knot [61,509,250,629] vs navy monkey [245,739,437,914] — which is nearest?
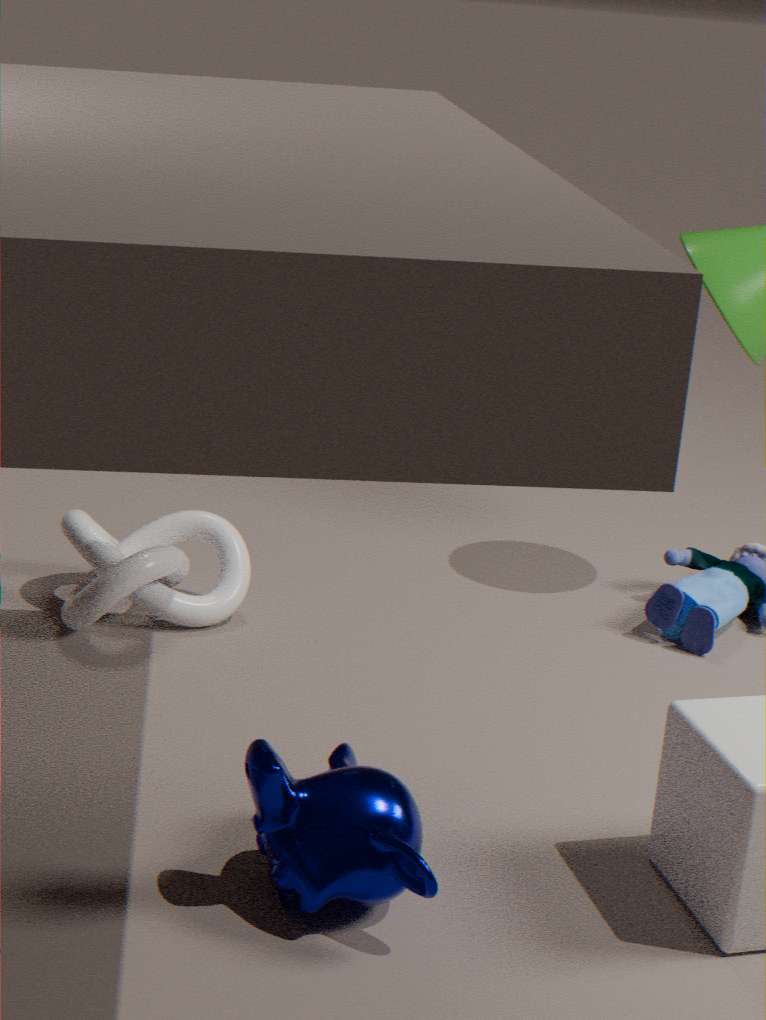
navy monkey [245,739,437,914]
